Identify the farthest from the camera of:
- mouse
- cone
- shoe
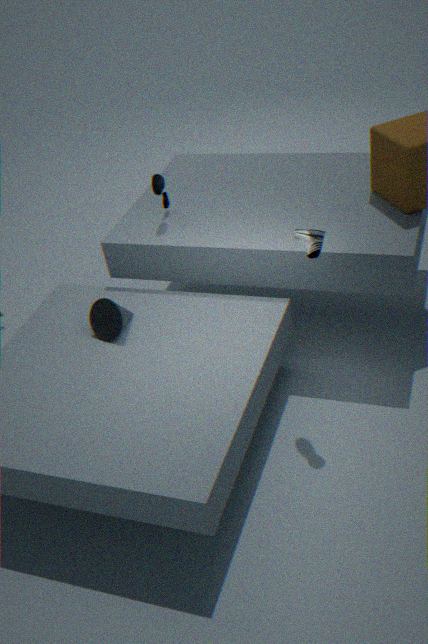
mouse
